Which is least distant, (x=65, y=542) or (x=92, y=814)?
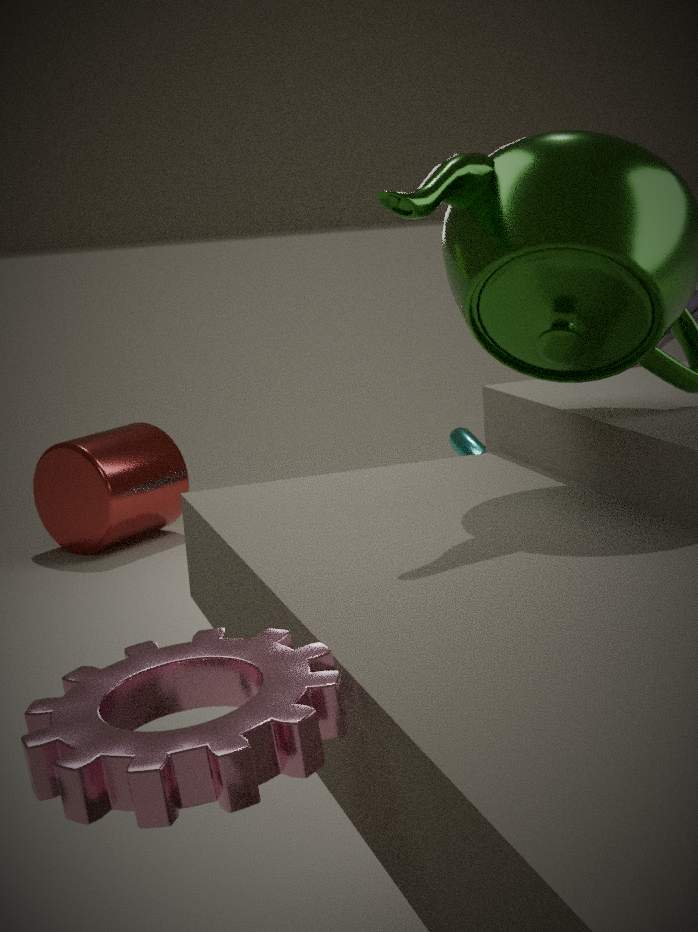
(x=92, y=814)
